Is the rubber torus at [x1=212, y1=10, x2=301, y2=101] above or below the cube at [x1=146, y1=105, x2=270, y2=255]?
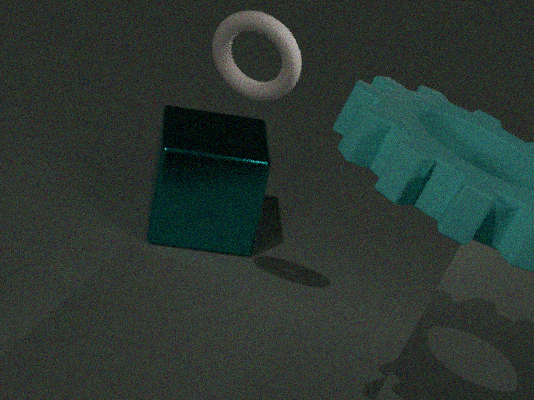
above
